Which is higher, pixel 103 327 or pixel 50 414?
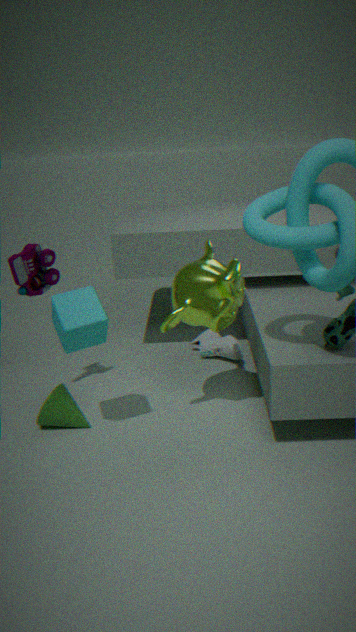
pixel 103 327
